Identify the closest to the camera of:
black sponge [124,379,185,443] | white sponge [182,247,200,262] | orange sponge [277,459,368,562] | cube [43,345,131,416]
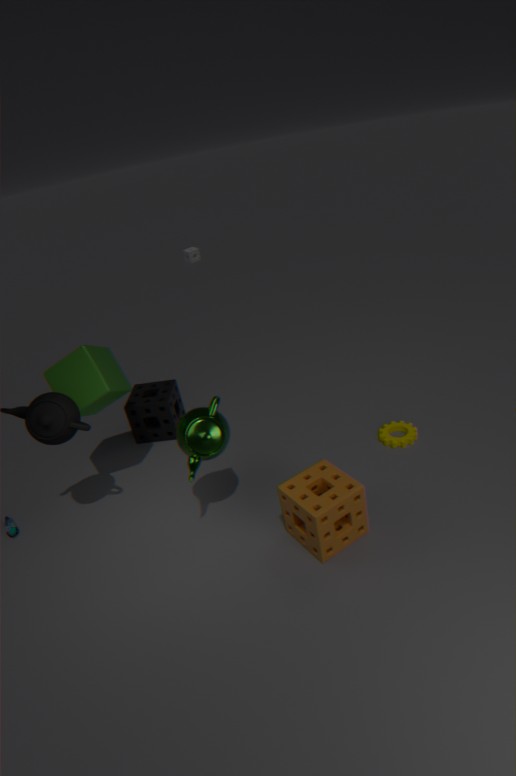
orange sponge [277,459,368,562]
